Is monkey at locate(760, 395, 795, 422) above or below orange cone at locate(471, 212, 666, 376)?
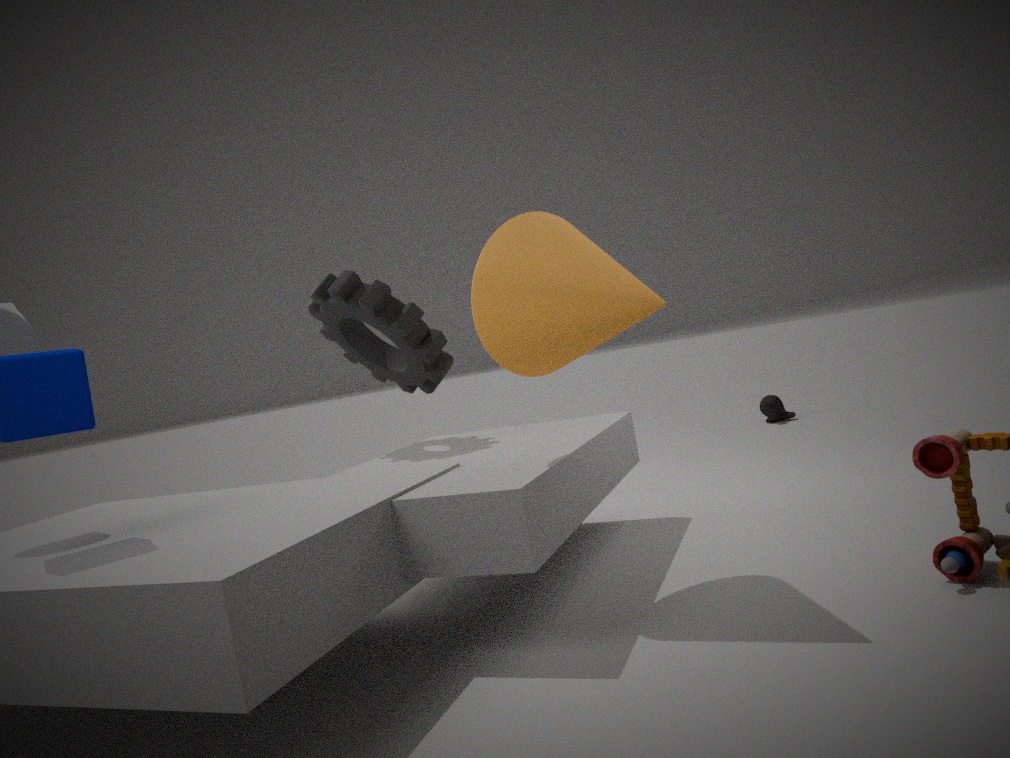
below
